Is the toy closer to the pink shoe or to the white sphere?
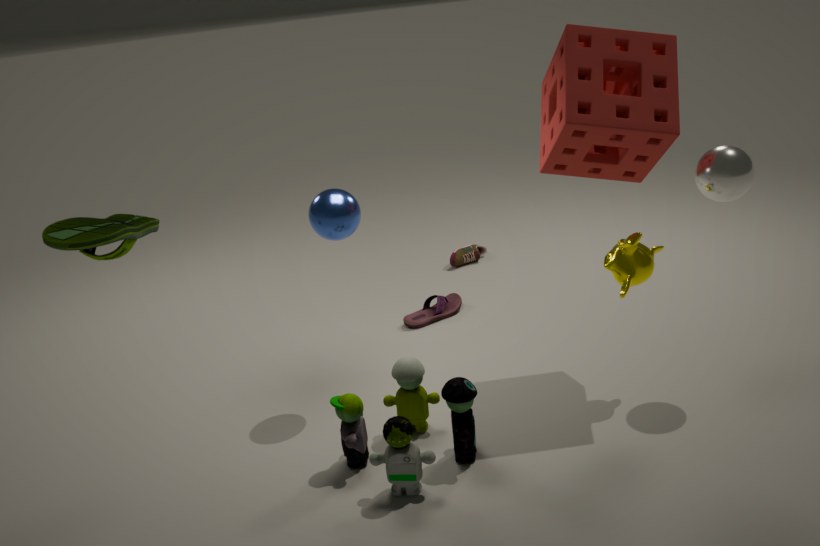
the pink shoe
